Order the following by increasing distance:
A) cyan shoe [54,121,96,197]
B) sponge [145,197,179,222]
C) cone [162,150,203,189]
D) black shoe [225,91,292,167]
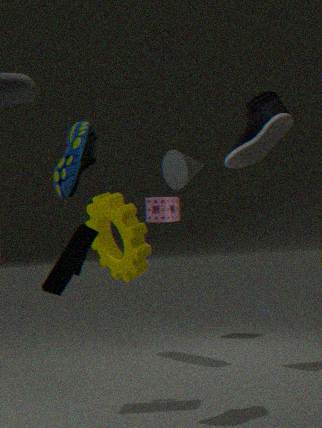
black shoe [225,91,292,167] → cyan shoe [54,121,96,197] → cone [162,150,203,189] → sponge [145,197,179,222]
